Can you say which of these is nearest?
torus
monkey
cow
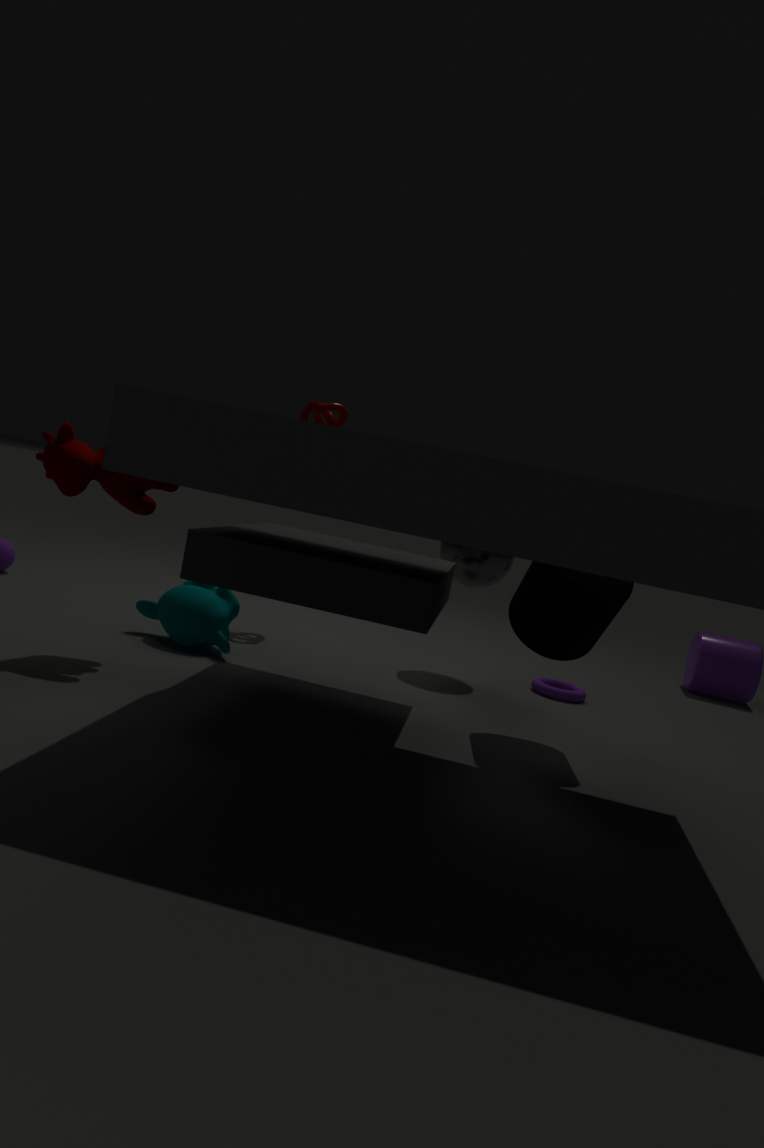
cow
